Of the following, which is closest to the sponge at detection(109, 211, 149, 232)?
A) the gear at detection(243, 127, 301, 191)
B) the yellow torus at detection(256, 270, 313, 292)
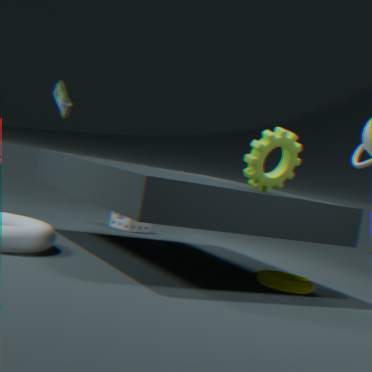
the yellow torus at detection(256, 270, 313, 292)
